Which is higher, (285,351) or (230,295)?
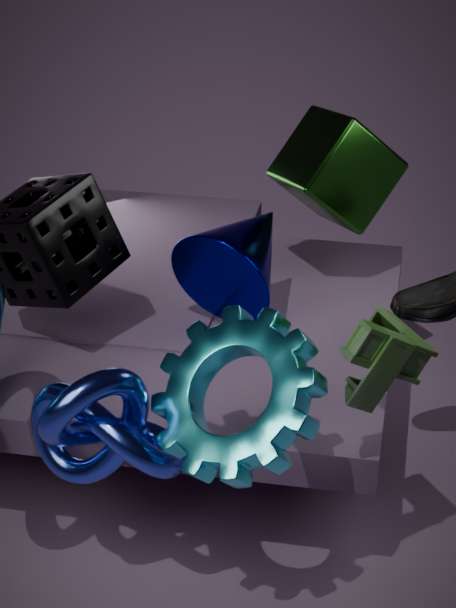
(285,351)
